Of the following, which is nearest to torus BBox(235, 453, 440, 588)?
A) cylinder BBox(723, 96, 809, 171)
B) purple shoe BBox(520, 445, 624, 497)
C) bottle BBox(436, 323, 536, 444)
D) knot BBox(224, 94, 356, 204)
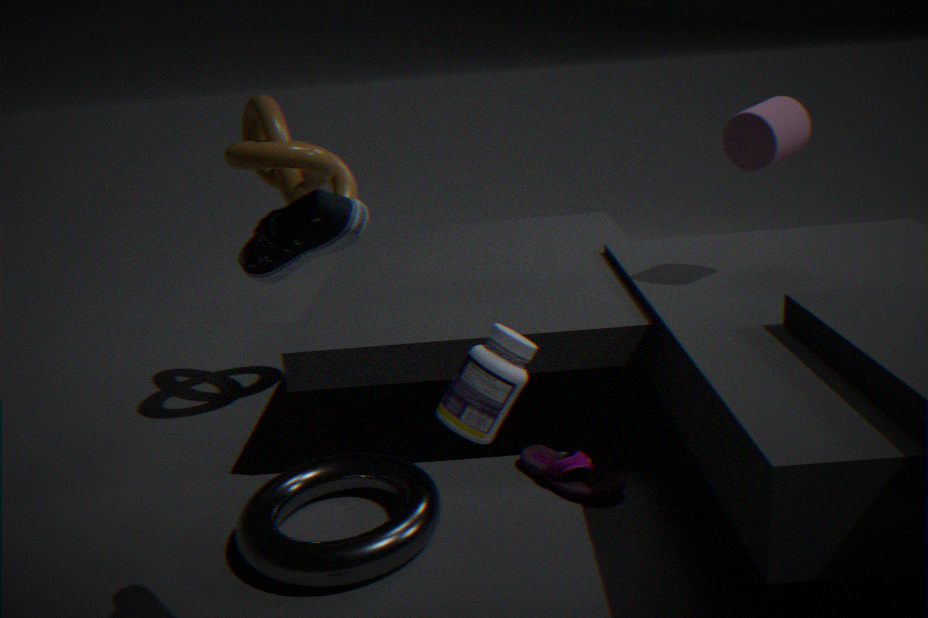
purple shoe BBox(520, 445, 624, 497)
